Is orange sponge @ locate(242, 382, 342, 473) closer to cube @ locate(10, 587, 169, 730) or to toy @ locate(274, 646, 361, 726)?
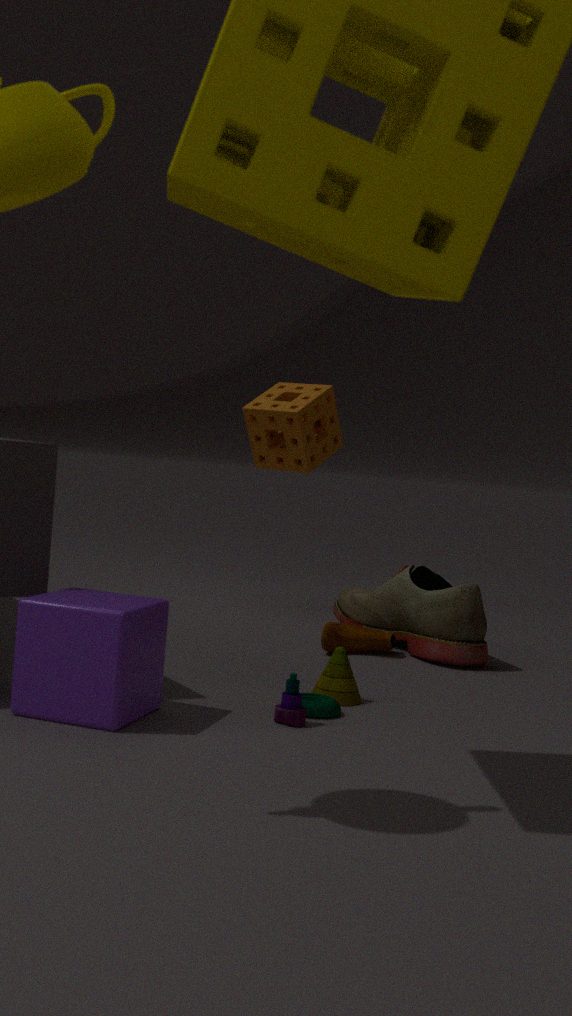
toy @ locate(274, 646, 361, 726)
